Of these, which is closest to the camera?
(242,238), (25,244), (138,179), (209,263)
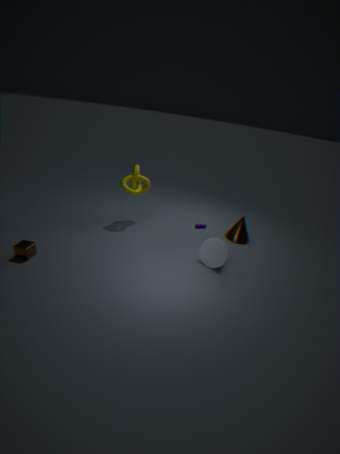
(25,244)
